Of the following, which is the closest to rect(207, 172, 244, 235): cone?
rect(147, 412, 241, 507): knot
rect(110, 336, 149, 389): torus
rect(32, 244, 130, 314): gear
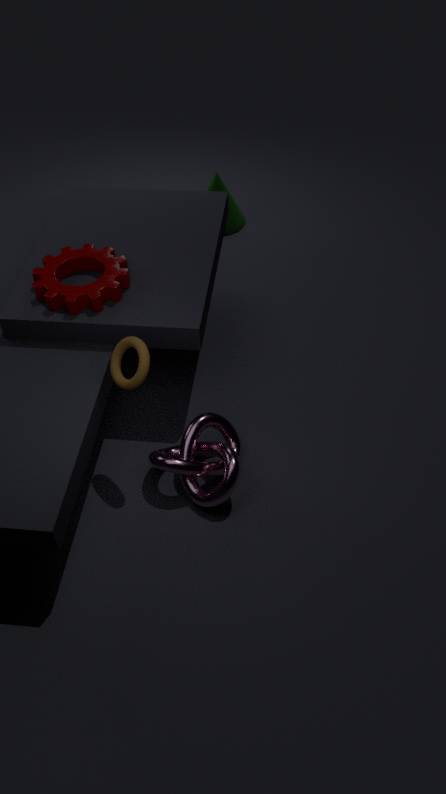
rect(32, 244, 130, 314): gear
